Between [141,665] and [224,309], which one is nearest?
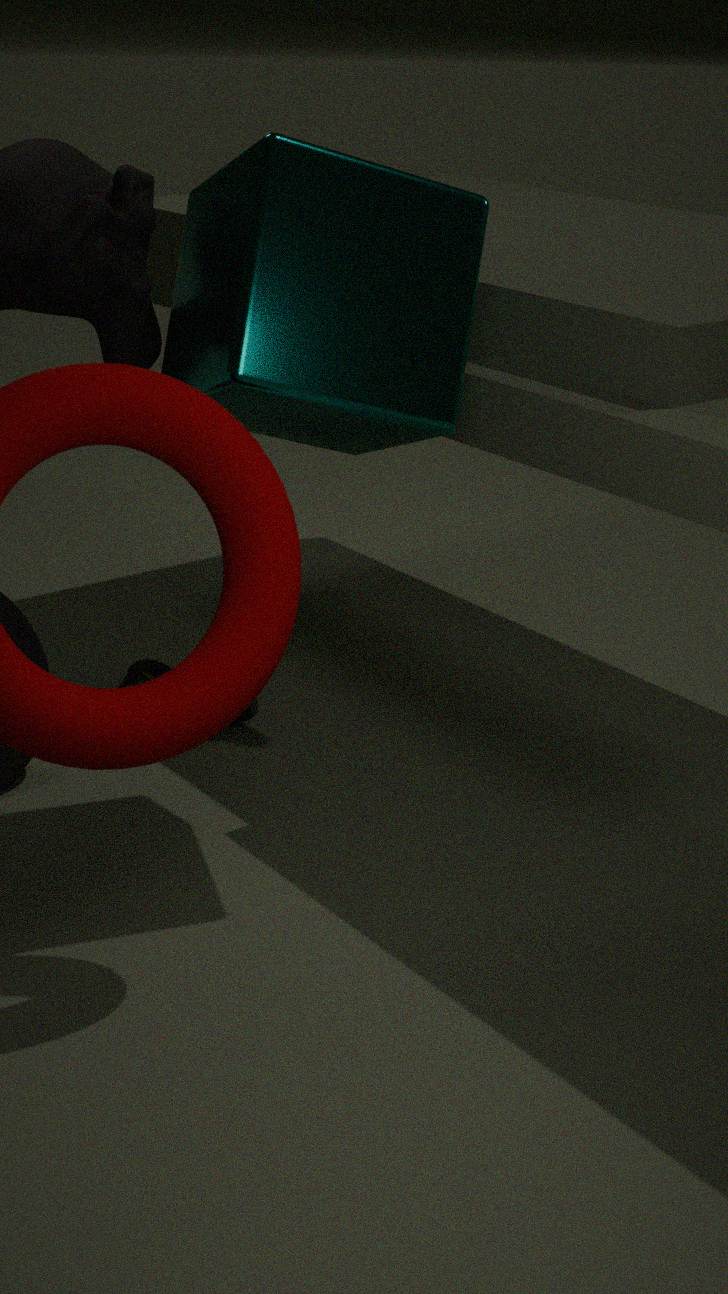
[224,309]
